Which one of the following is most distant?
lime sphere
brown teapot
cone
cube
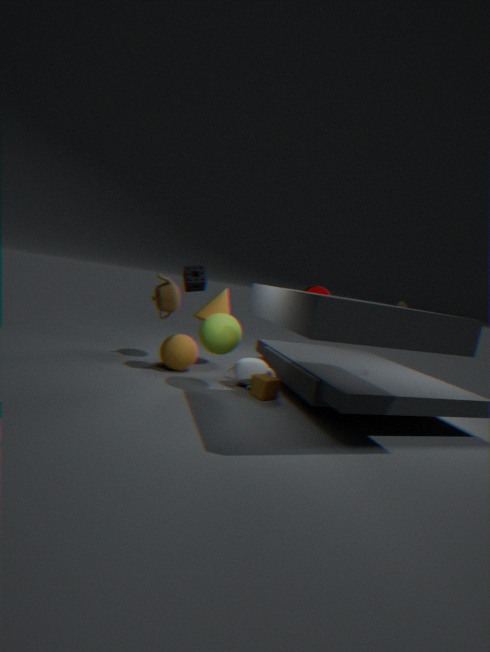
cone
